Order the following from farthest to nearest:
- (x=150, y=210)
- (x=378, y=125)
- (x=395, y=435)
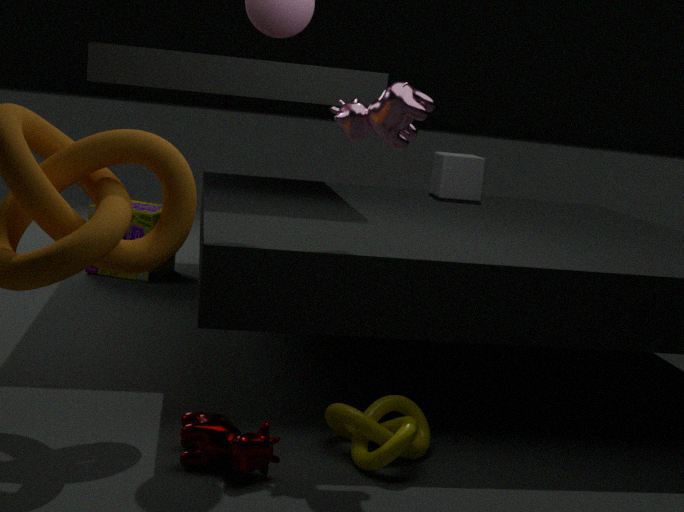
(x=150, y=210) < (x=378, y=125) < (x=395, y=435)
